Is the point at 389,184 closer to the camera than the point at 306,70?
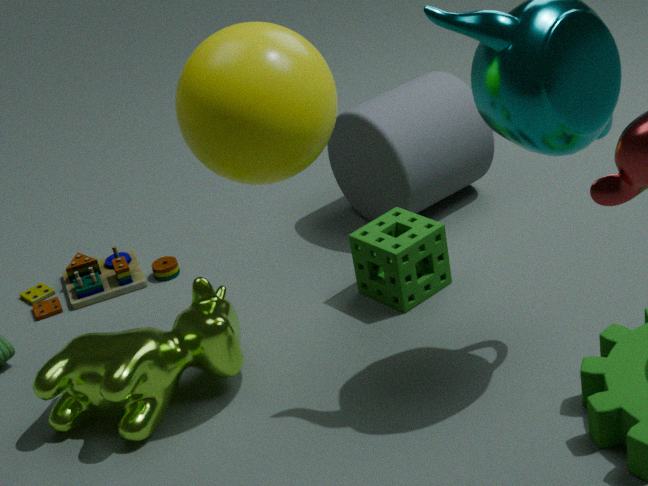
No
